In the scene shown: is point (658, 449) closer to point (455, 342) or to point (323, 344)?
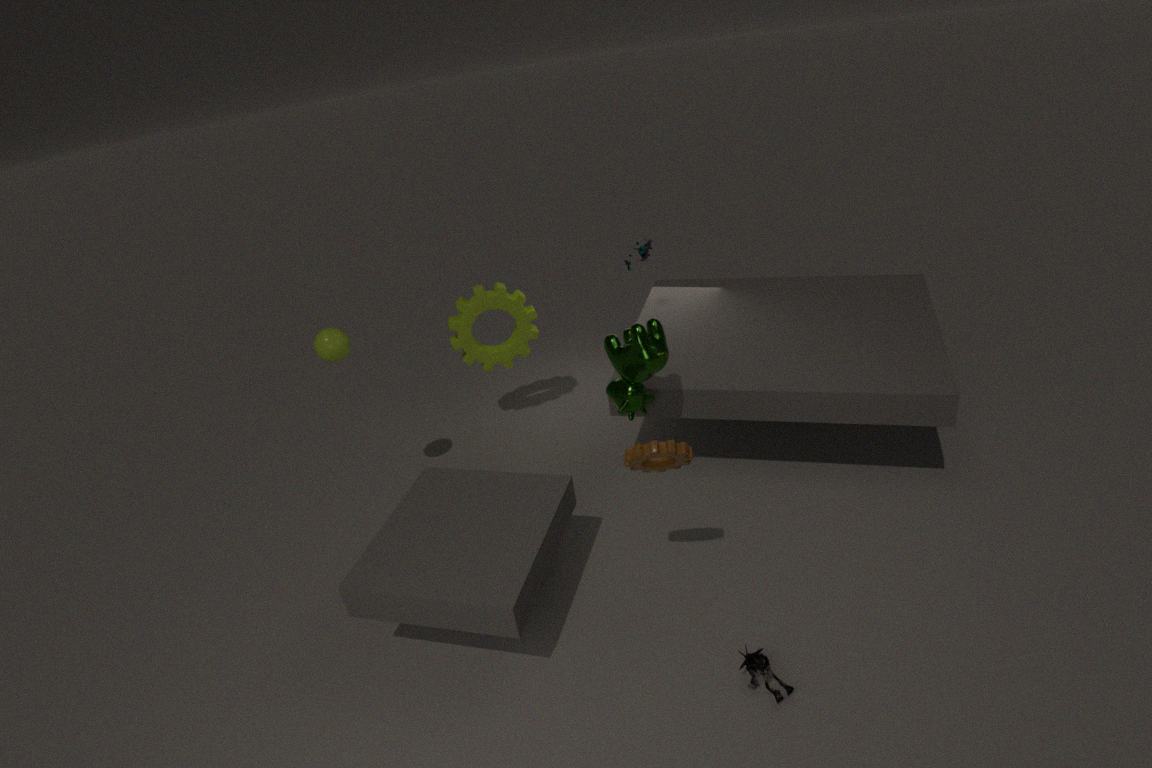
point (323, 344)
